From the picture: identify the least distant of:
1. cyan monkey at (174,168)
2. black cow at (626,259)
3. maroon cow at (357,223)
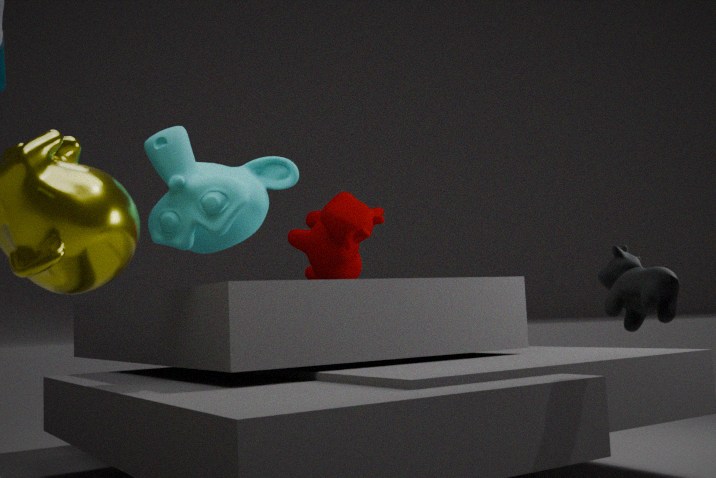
black cow at (626,259)
